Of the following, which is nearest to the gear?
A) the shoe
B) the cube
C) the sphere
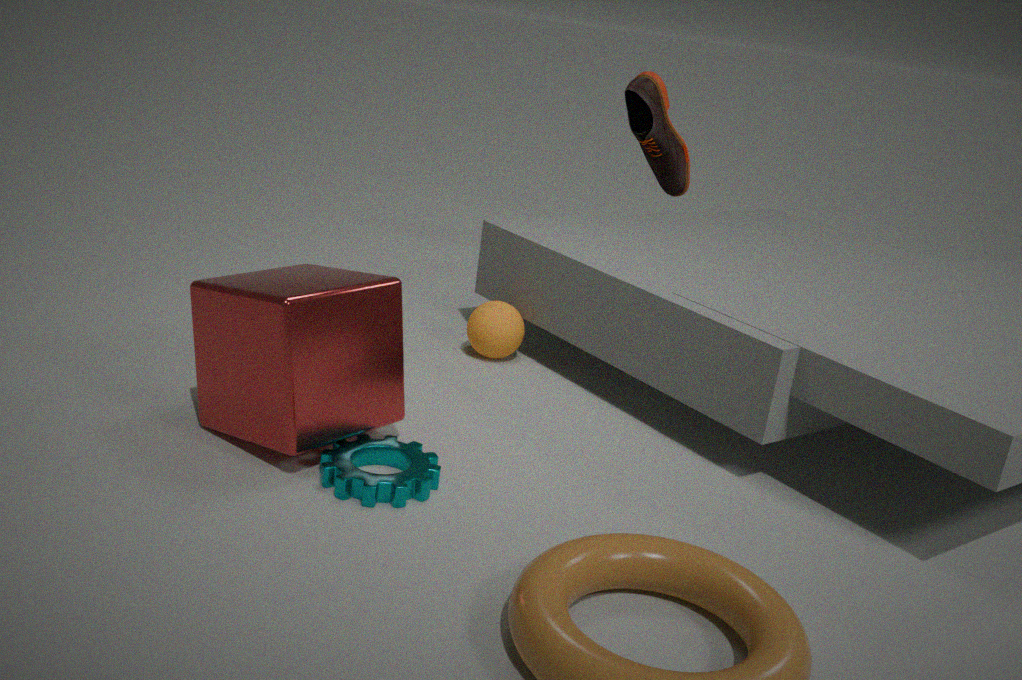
the cube
